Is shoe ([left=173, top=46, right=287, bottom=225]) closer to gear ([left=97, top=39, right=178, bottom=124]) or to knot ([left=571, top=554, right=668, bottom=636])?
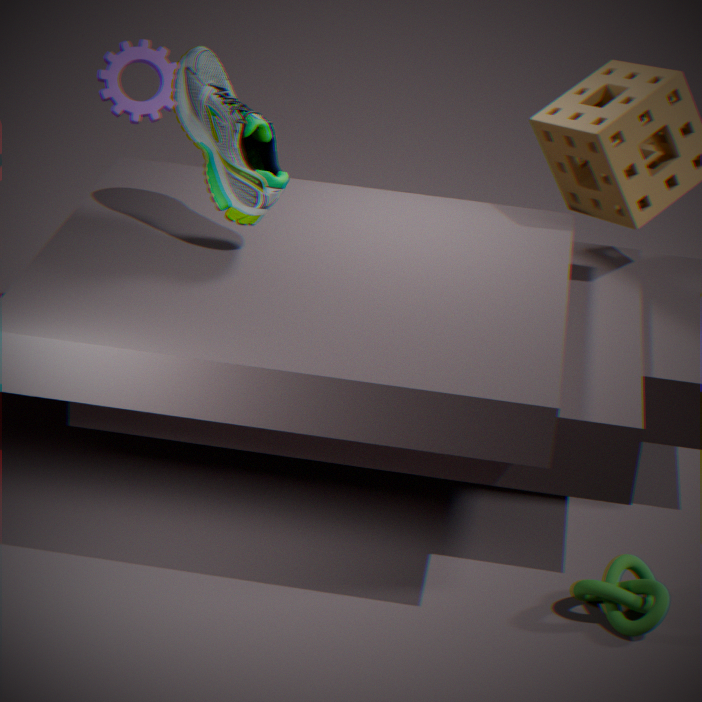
gear ([left=97, top=39, right=178, bottom=124])
